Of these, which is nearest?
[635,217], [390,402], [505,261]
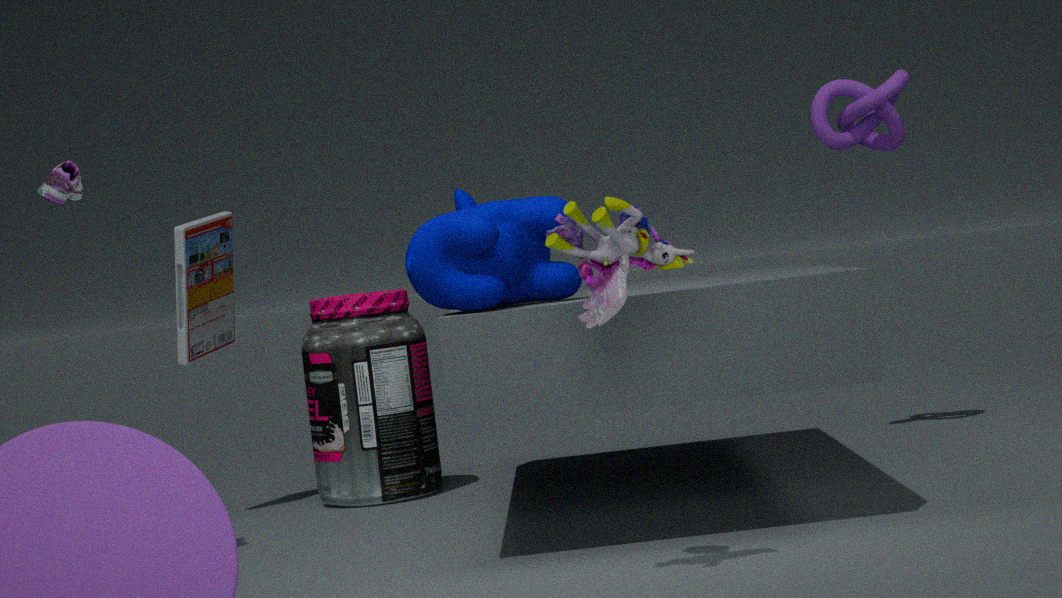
[635,217]
